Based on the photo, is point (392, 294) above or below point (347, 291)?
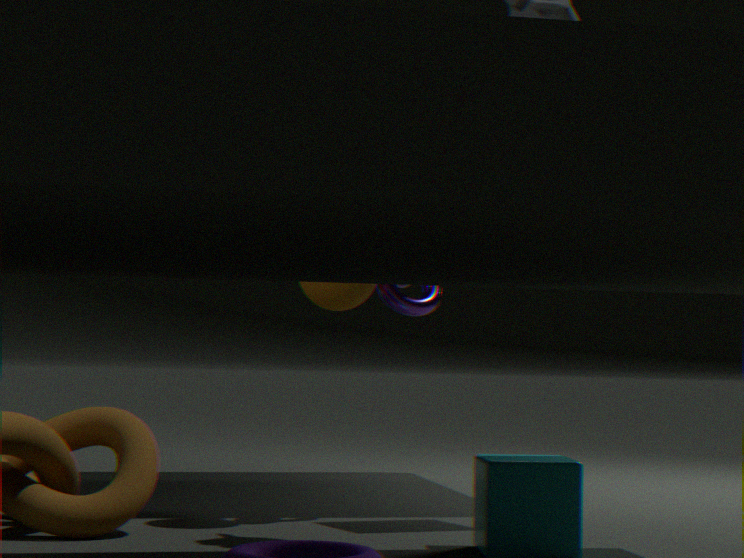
above
